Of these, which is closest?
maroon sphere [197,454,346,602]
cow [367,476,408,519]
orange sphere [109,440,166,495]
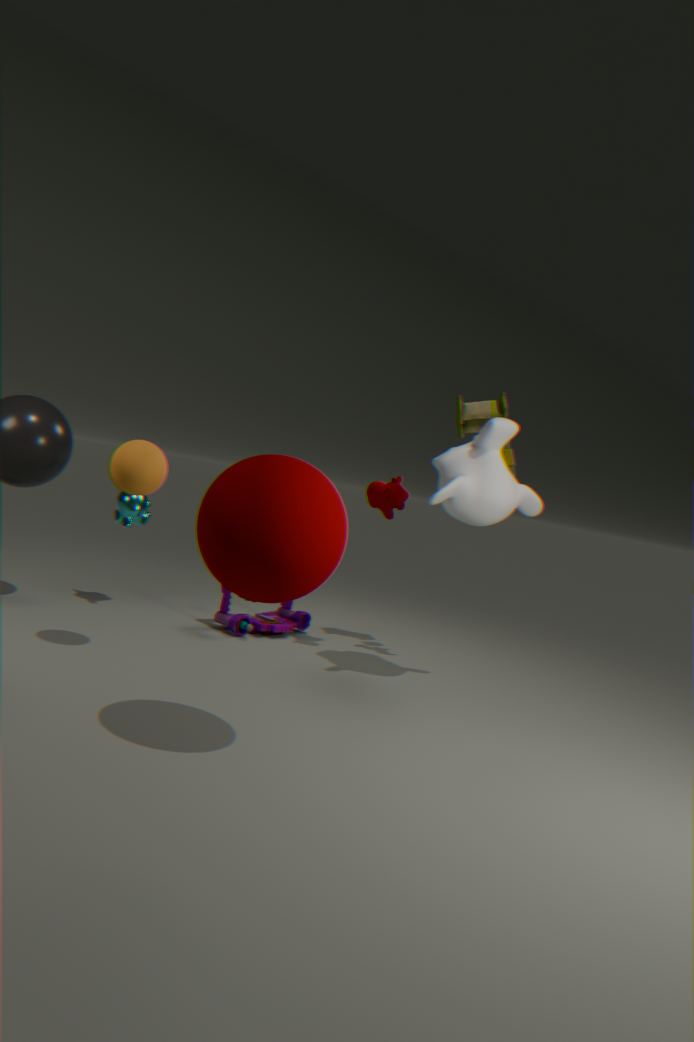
maroon sphere [197,454,346,602]
